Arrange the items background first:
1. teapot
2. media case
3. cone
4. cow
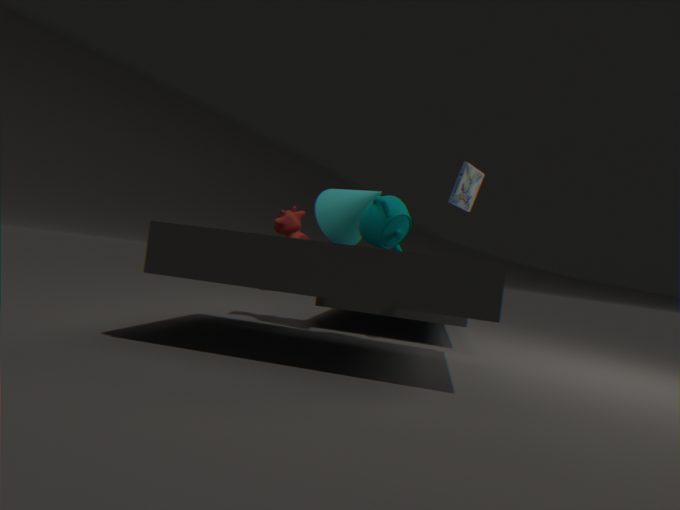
cow → cone → media case → teapot
